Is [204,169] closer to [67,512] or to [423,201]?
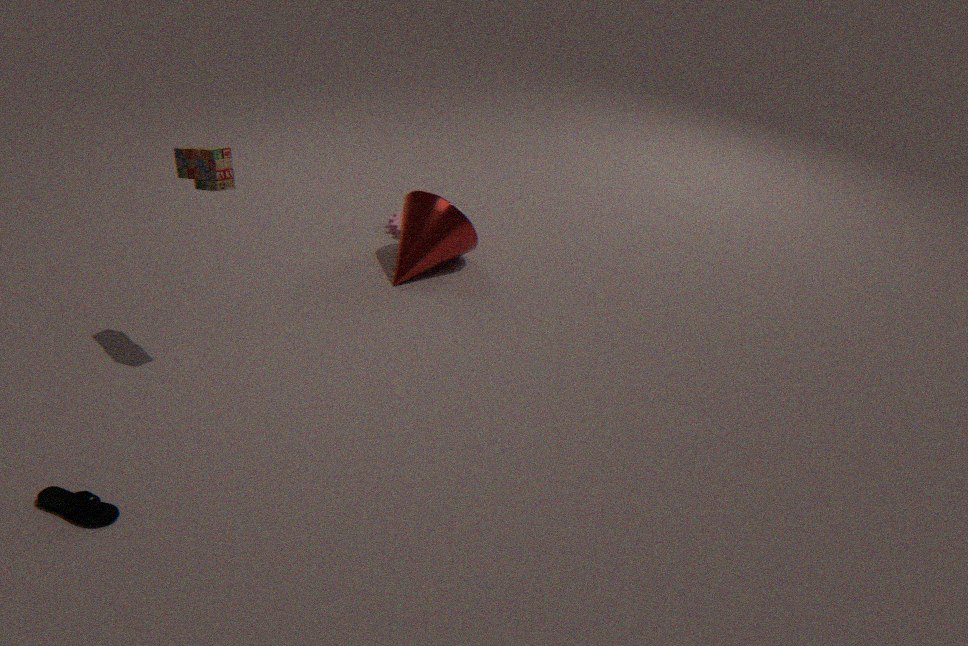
[423,201]
